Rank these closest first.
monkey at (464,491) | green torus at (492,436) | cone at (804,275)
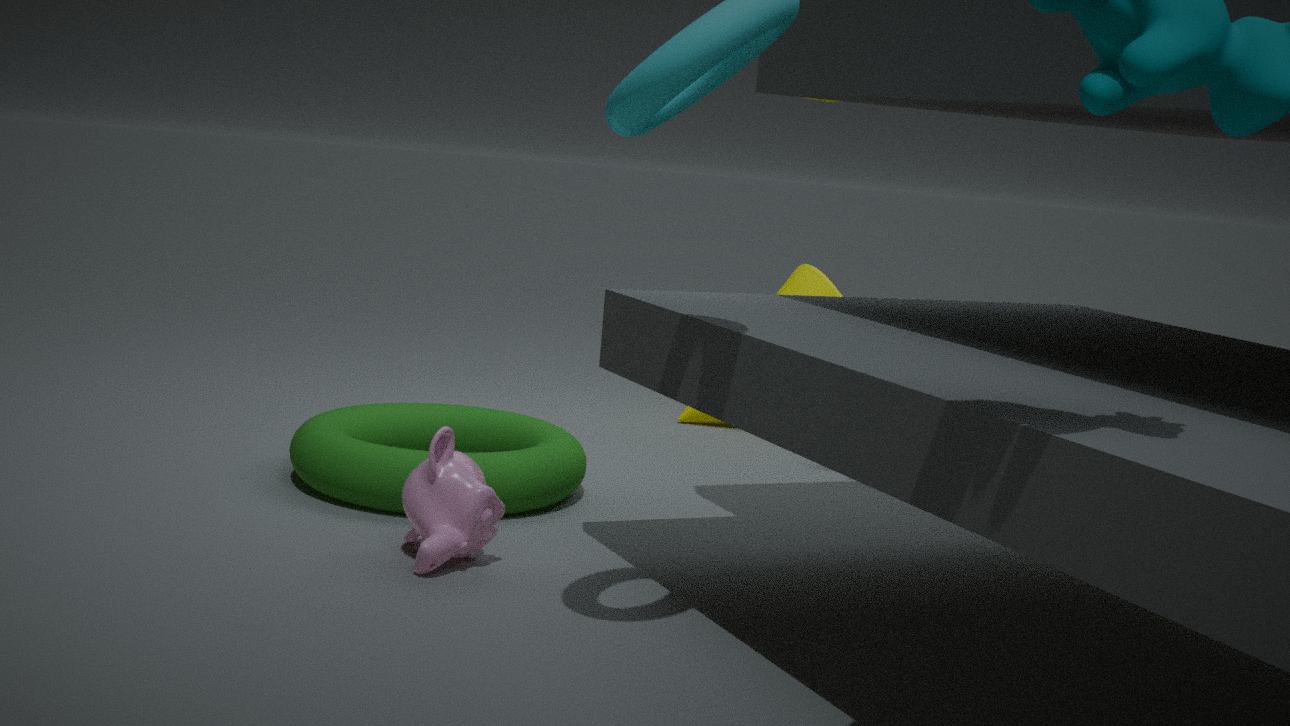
1. monkey at (464,491)
2. green torus at (492,436)
3. cone at (804,275)
